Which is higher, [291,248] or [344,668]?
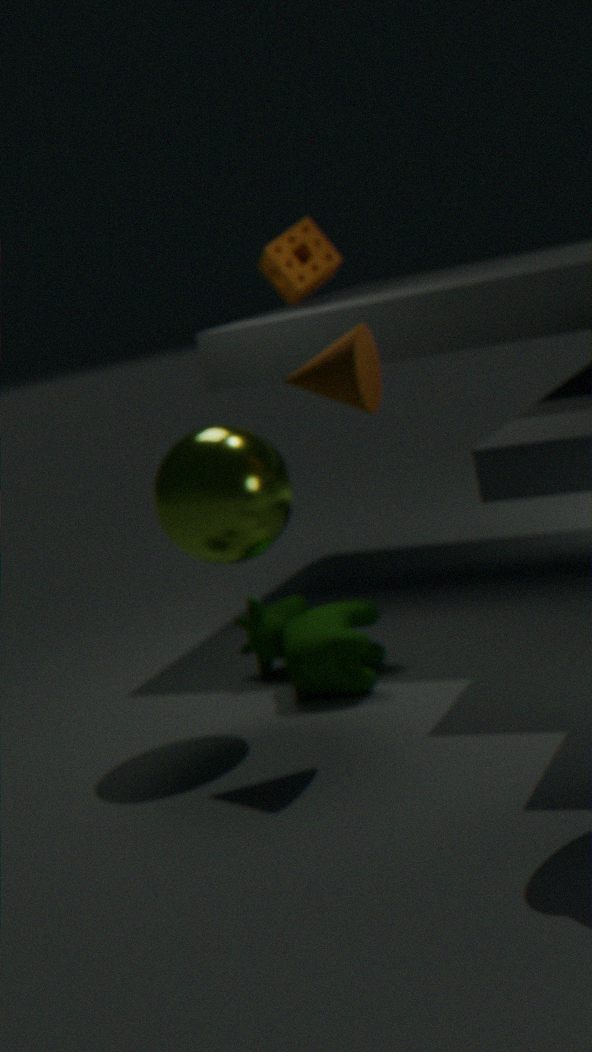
[291,248]
